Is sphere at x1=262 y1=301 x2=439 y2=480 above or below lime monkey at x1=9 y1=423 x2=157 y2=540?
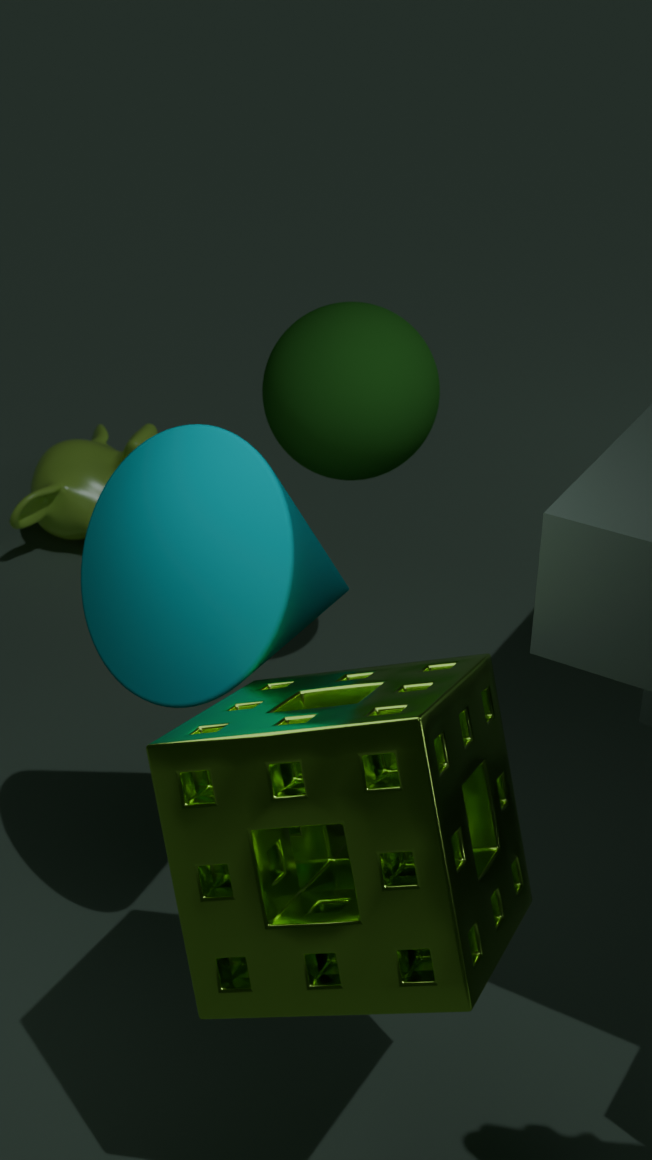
above
